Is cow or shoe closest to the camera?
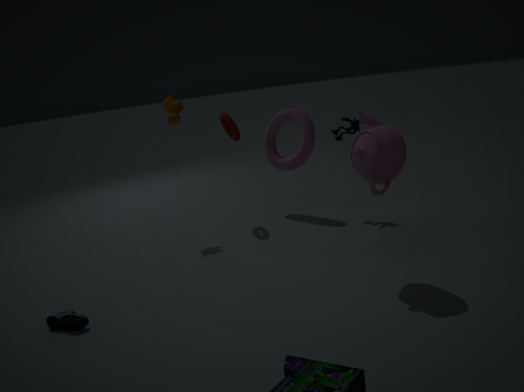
shoe
